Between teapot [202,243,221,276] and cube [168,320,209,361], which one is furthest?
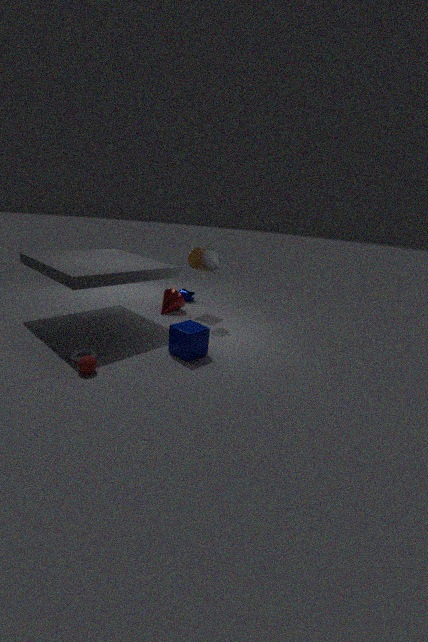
teapot [202,243,221,276]
